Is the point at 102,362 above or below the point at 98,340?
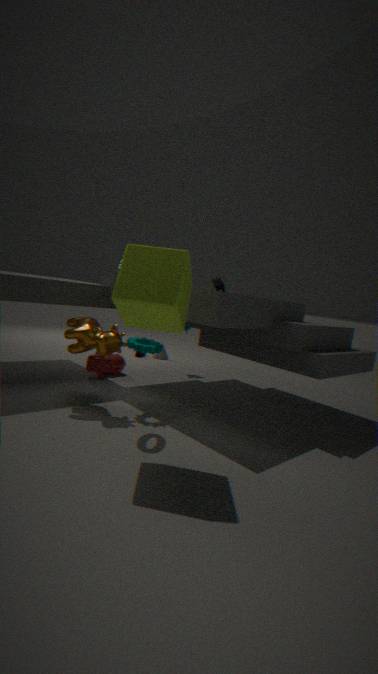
below
